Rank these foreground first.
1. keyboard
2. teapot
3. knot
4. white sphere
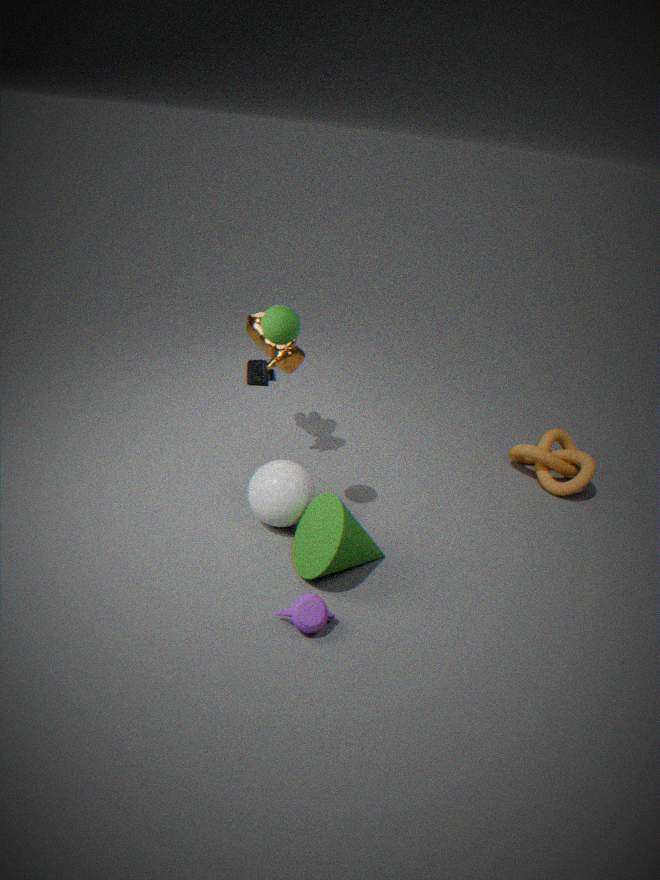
teapot
white sphere
knot
keyboard
